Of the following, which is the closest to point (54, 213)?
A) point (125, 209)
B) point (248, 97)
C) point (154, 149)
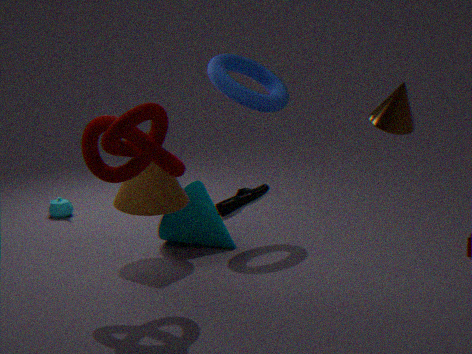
point (125, 209)
